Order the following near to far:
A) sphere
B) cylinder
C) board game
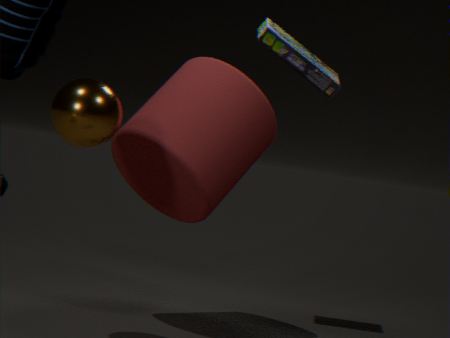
sphere, cylinder, board game
